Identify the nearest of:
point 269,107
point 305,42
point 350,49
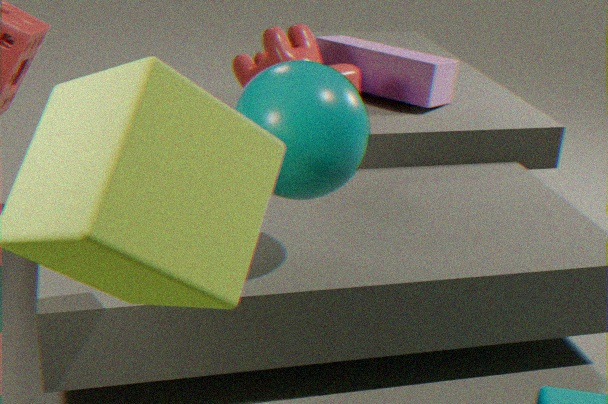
point 269,107
